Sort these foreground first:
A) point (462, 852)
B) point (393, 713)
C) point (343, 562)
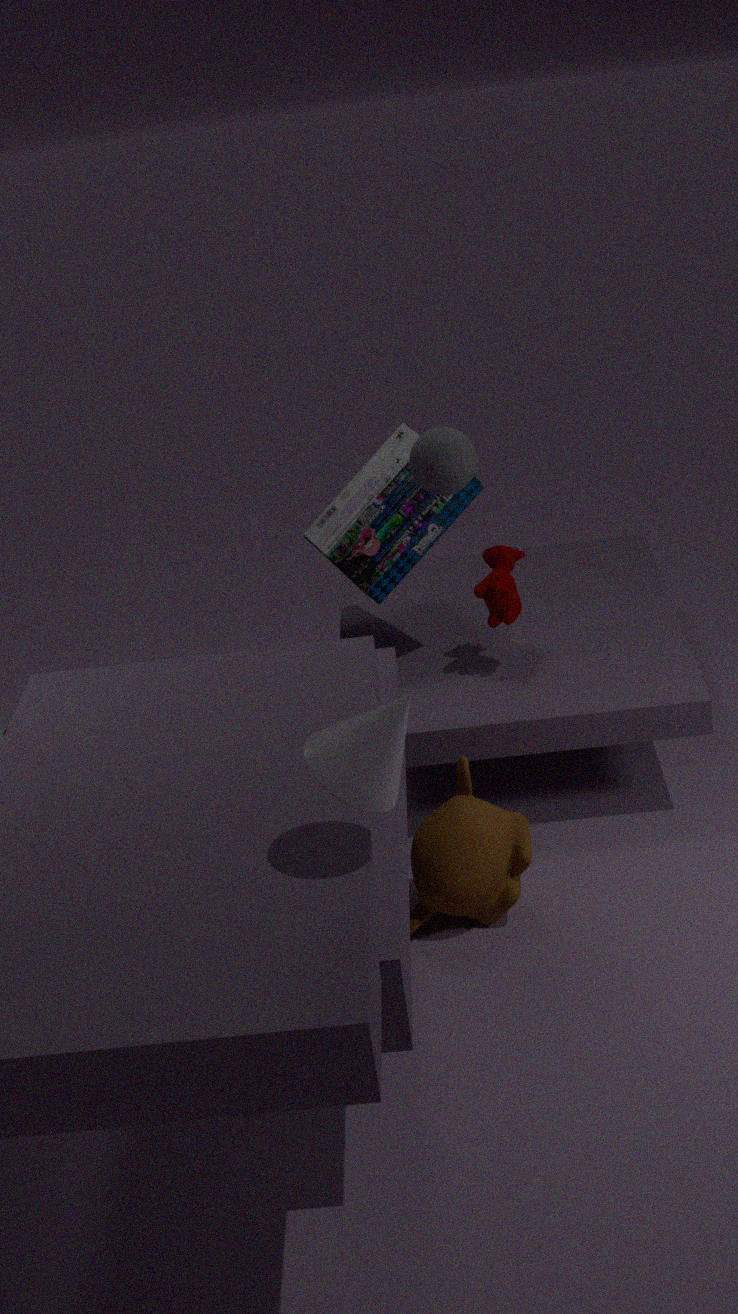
point (393, 713)
point (462, 852)
point (343, 562)
